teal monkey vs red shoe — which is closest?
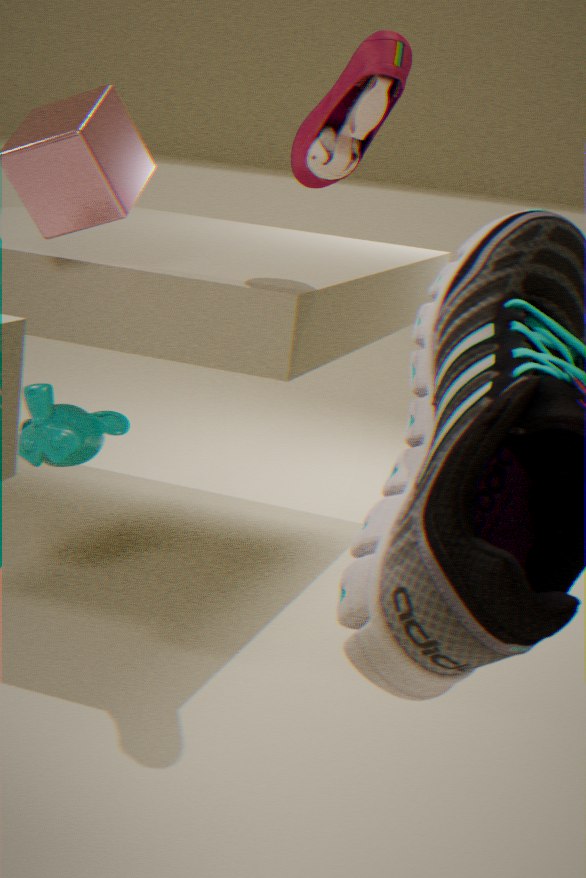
red shoe
